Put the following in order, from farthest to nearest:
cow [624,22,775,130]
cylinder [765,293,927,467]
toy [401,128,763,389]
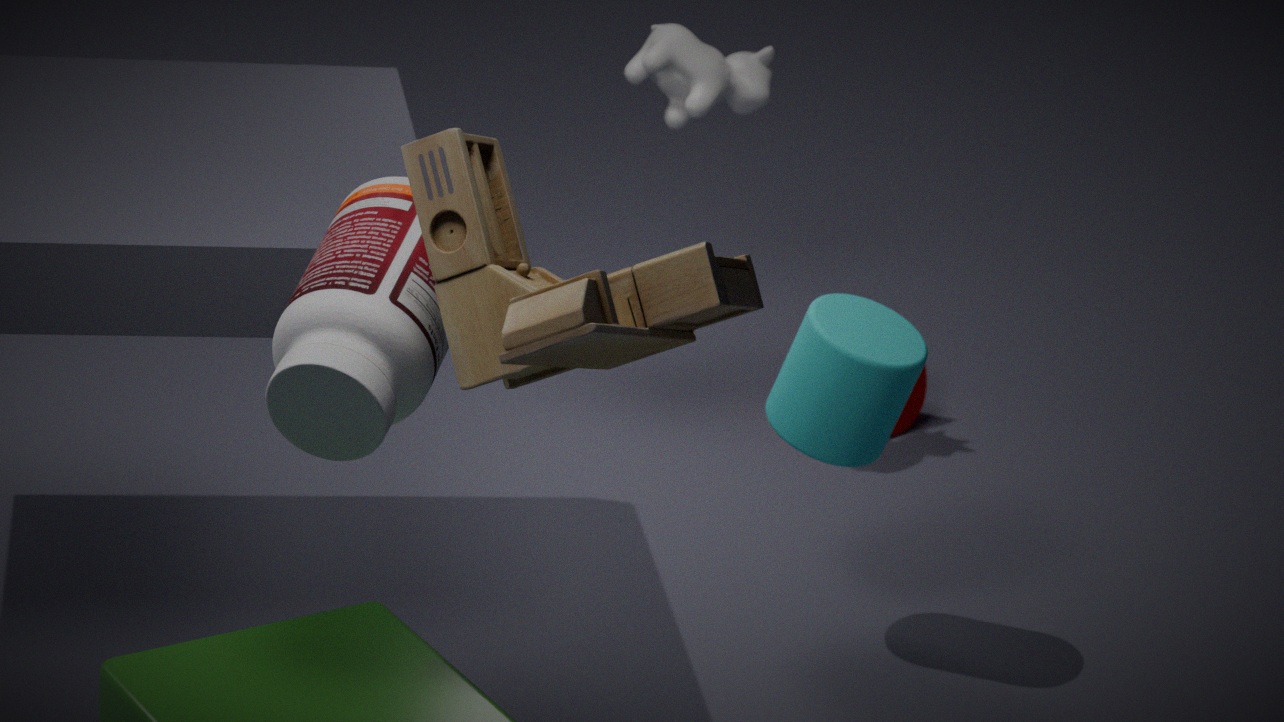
cow [624,22,775,130] → cylinder [765,293,927,467] → toy [401,128,763,389]
